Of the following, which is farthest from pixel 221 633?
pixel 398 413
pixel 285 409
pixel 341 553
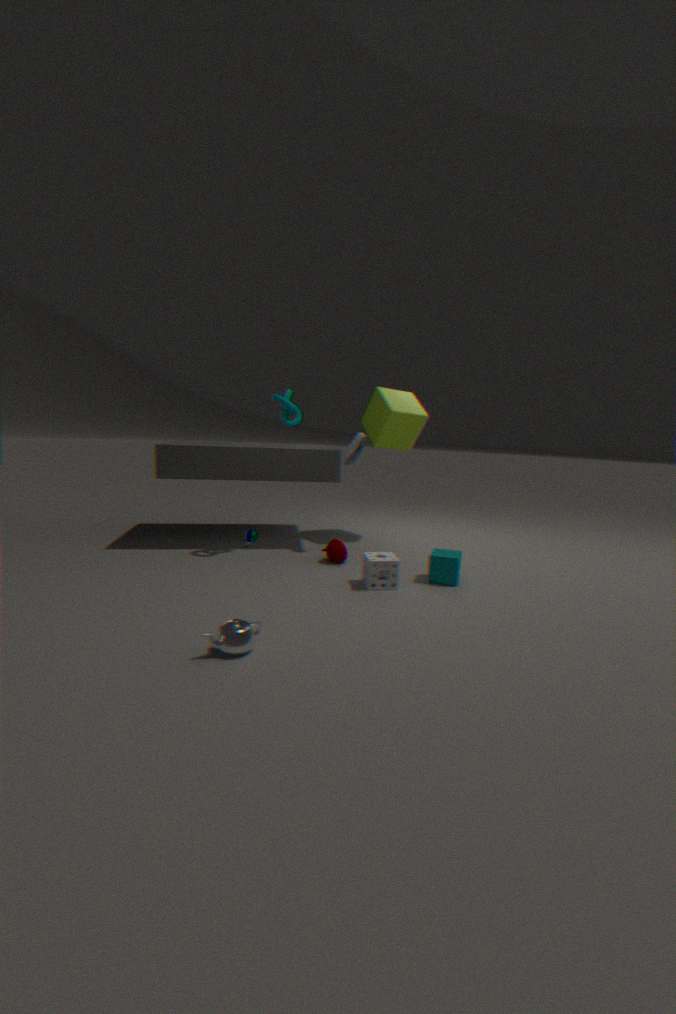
pixel 398 413
